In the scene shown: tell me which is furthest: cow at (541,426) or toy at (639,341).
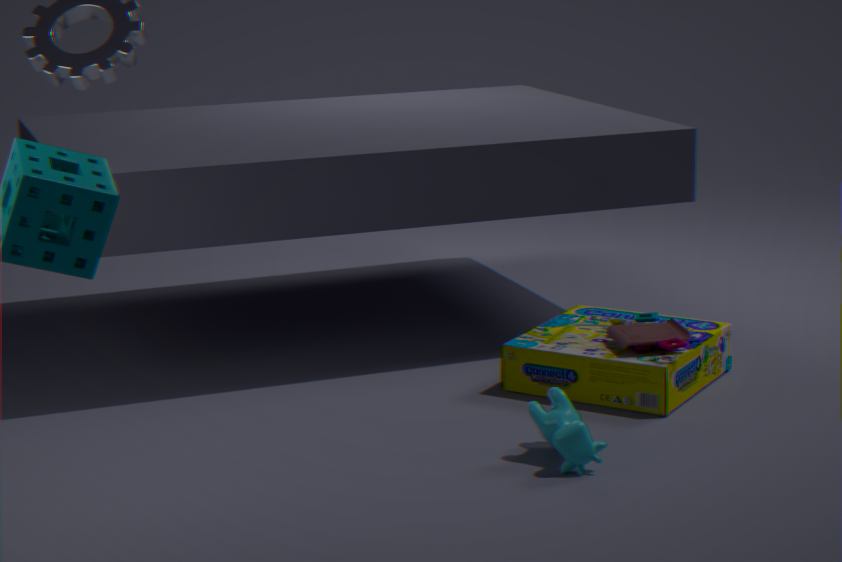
toy at (639,341)
